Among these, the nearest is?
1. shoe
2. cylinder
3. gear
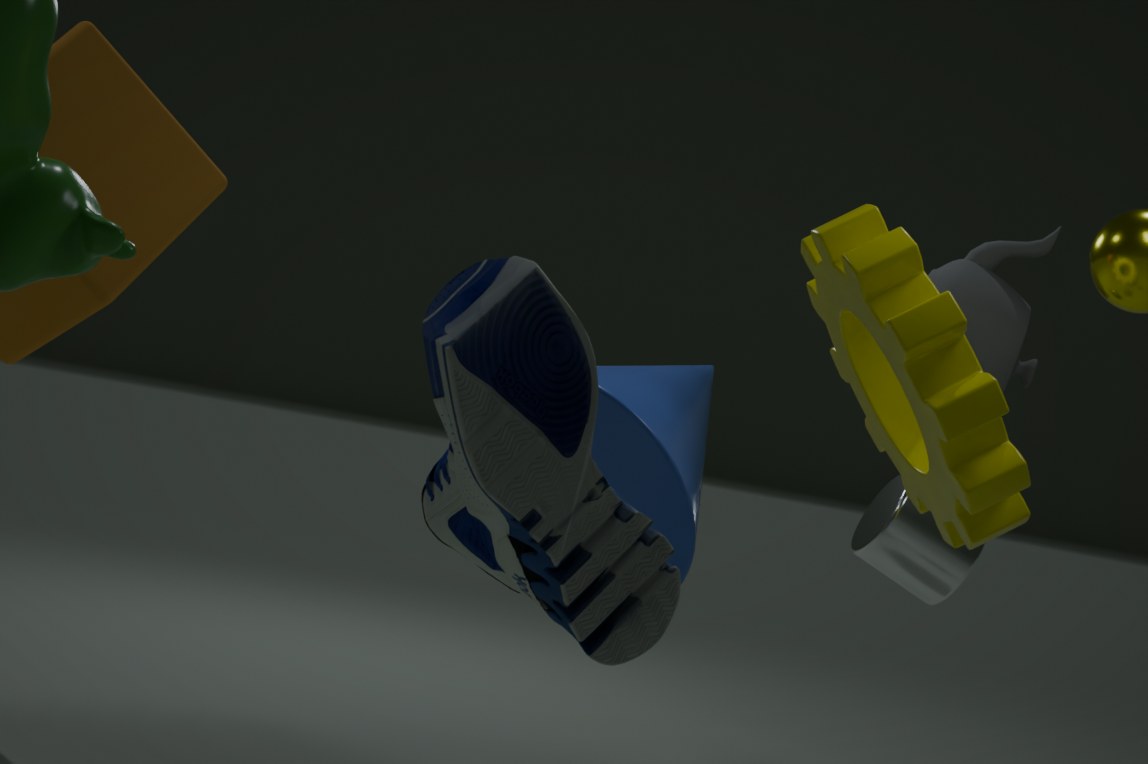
shoe
